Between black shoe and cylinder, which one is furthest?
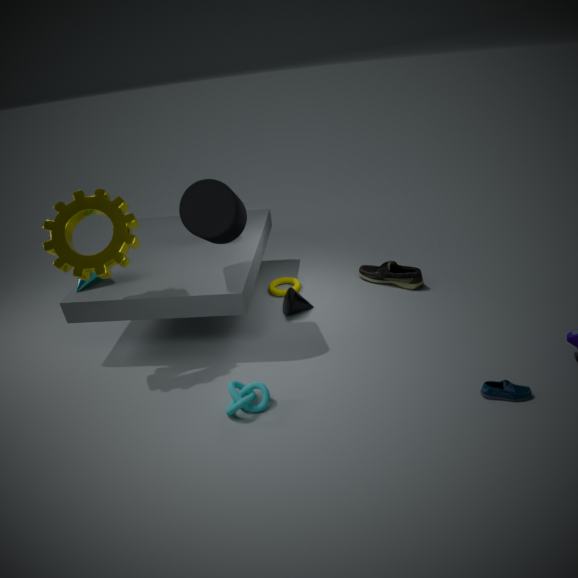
black shoe
